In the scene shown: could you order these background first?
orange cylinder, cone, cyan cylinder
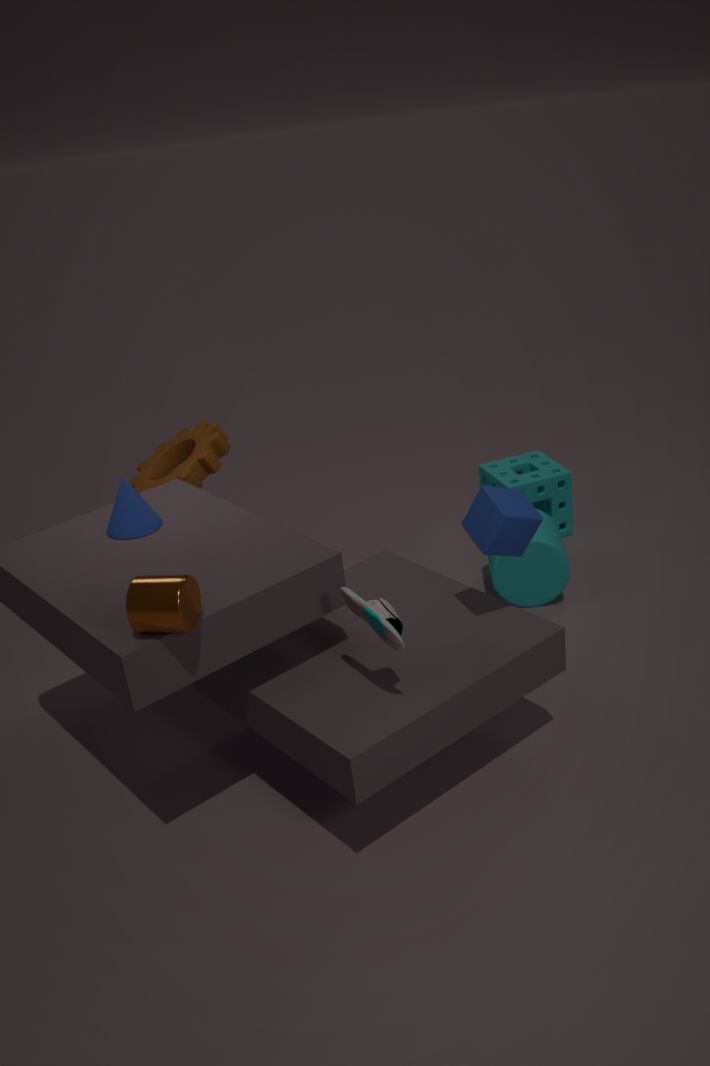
cyan cylinder
cone
orange cylinder
